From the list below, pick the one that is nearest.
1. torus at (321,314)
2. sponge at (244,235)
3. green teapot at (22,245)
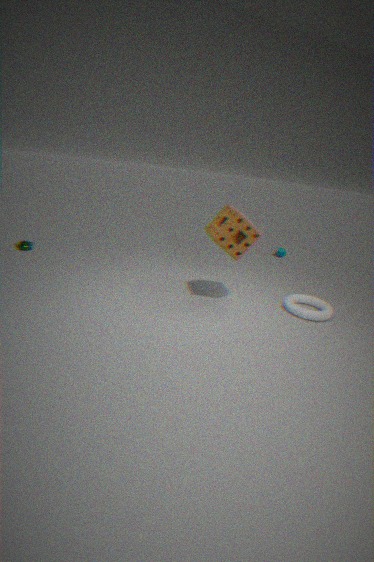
sponge at (244,235)
